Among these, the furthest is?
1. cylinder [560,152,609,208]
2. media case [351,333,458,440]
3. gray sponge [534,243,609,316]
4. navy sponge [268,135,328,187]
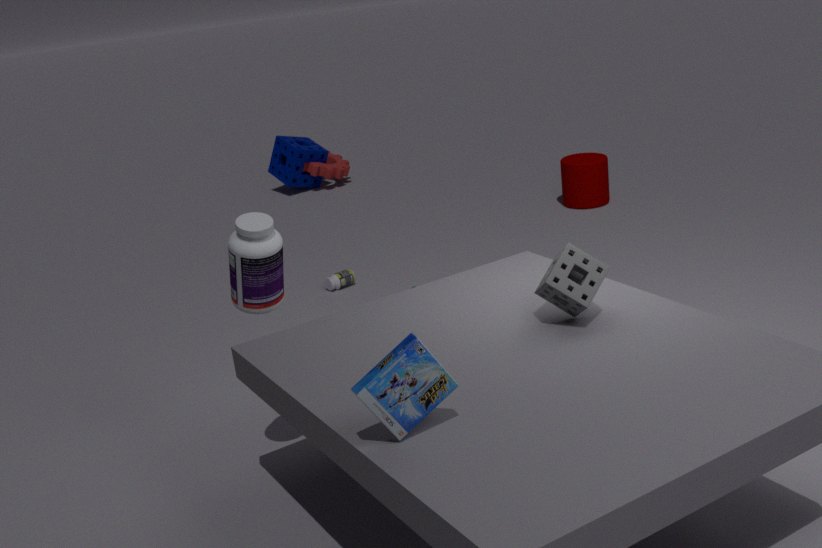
navy sponge [268,135,328,187]
